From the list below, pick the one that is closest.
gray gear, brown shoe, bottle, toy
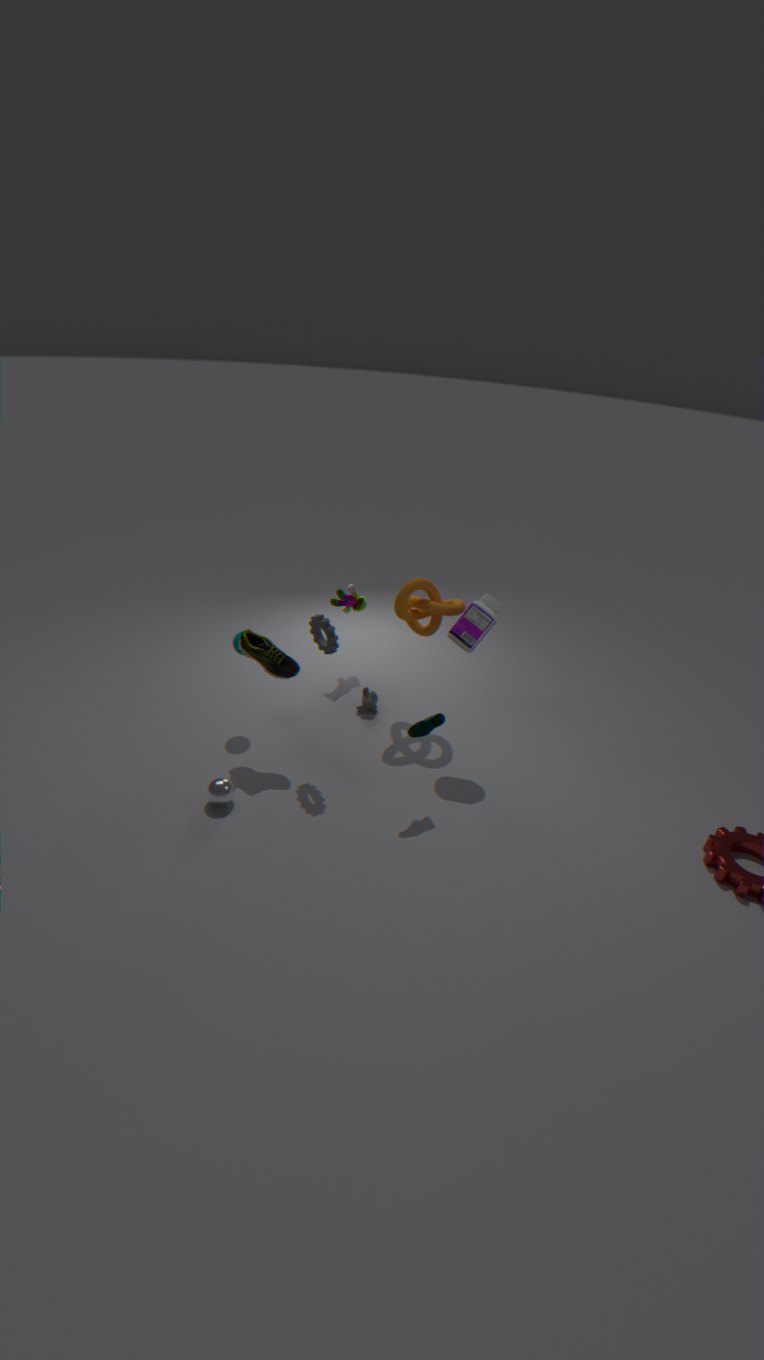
gray gear
